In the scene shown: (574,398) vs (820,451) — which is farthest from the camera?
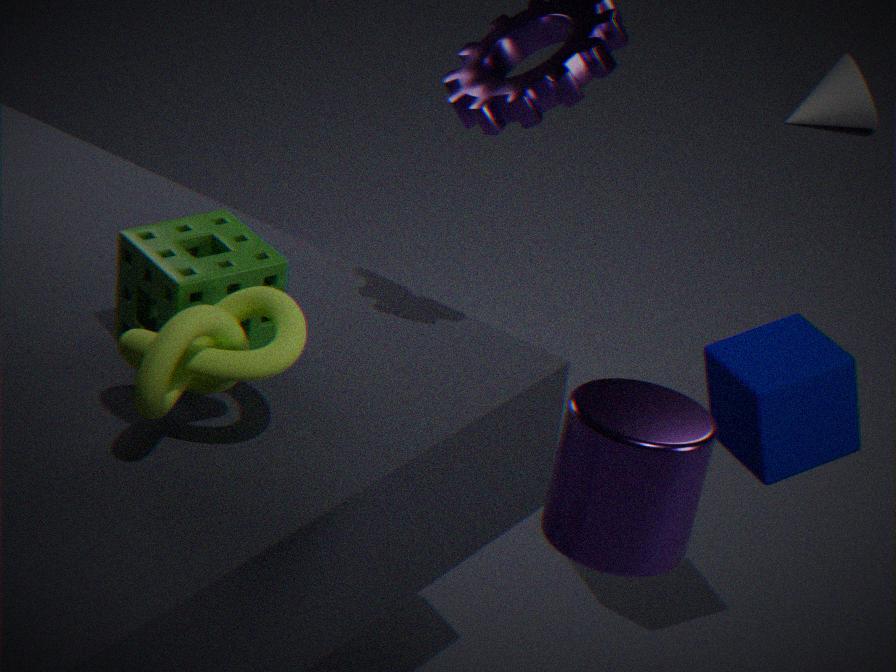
(820,451)
